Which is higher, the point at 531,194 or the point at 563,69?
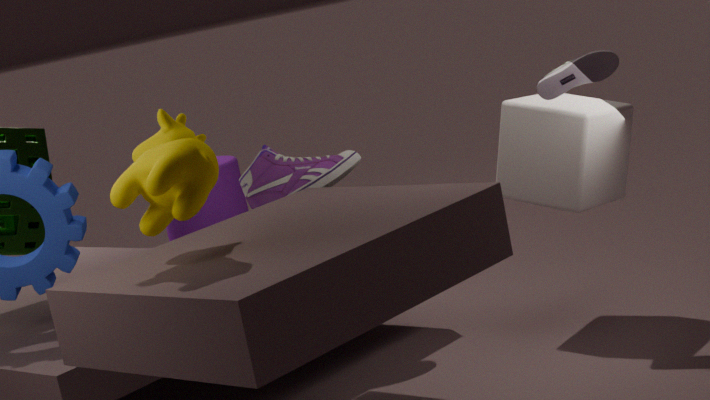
the point at 563,69
